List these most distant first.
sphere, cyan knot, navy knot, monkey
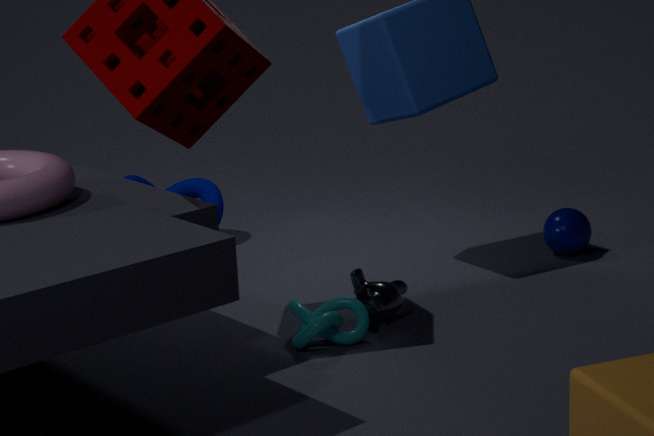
navy knot < sphere < monkey < cyan knot
